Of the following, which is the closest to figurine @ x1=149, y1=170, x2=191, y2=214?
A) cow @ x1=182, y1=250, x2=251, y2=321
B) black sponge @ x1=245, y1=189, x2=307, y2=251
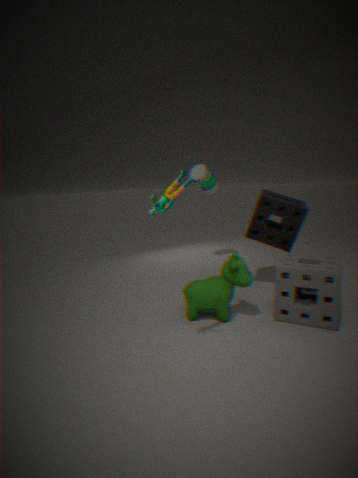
cow @ x1=182, y1=250, x2=251, y2=321
